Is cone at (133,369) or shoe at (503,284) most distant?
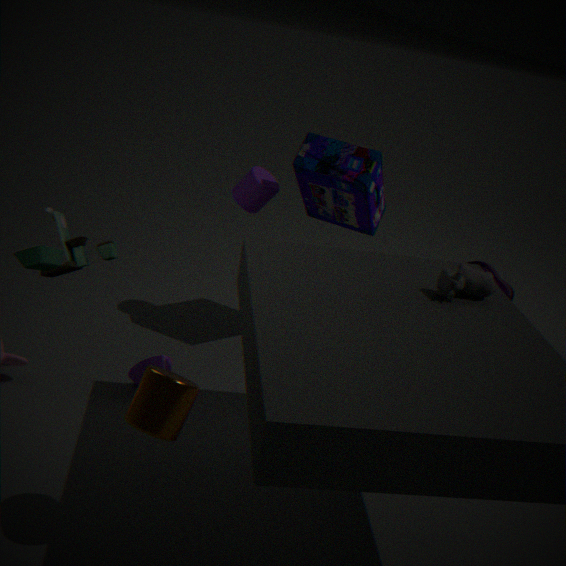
shoe at (503,284)
